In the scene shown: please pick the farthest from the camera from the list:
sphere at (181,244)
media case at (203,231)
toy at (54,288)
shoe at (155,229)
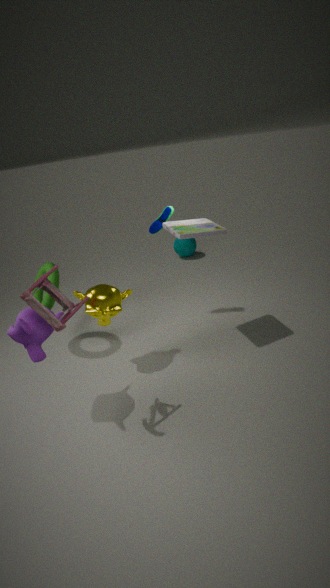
sphere at (181,244)
